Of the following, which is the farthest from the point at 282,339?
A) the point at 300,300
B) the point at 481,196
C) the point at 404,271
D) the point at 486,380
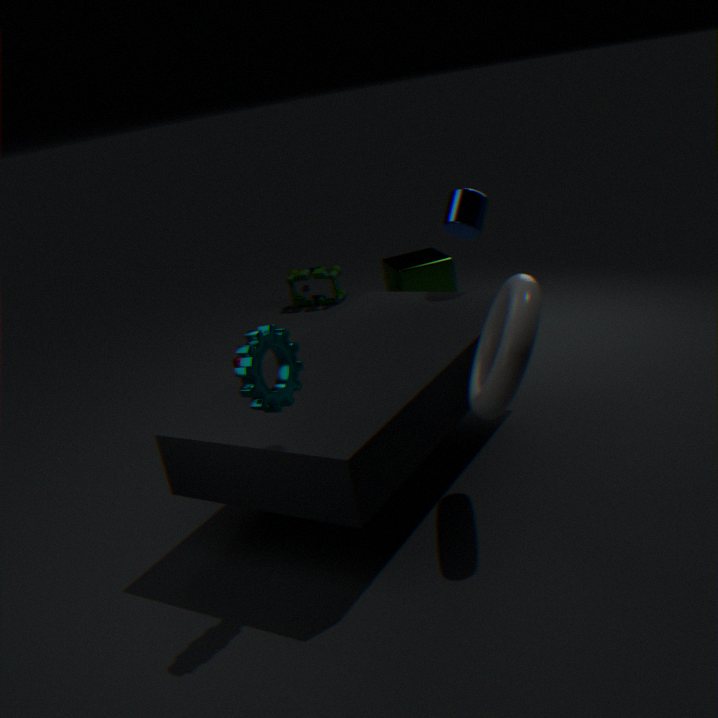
the point at 300,300
